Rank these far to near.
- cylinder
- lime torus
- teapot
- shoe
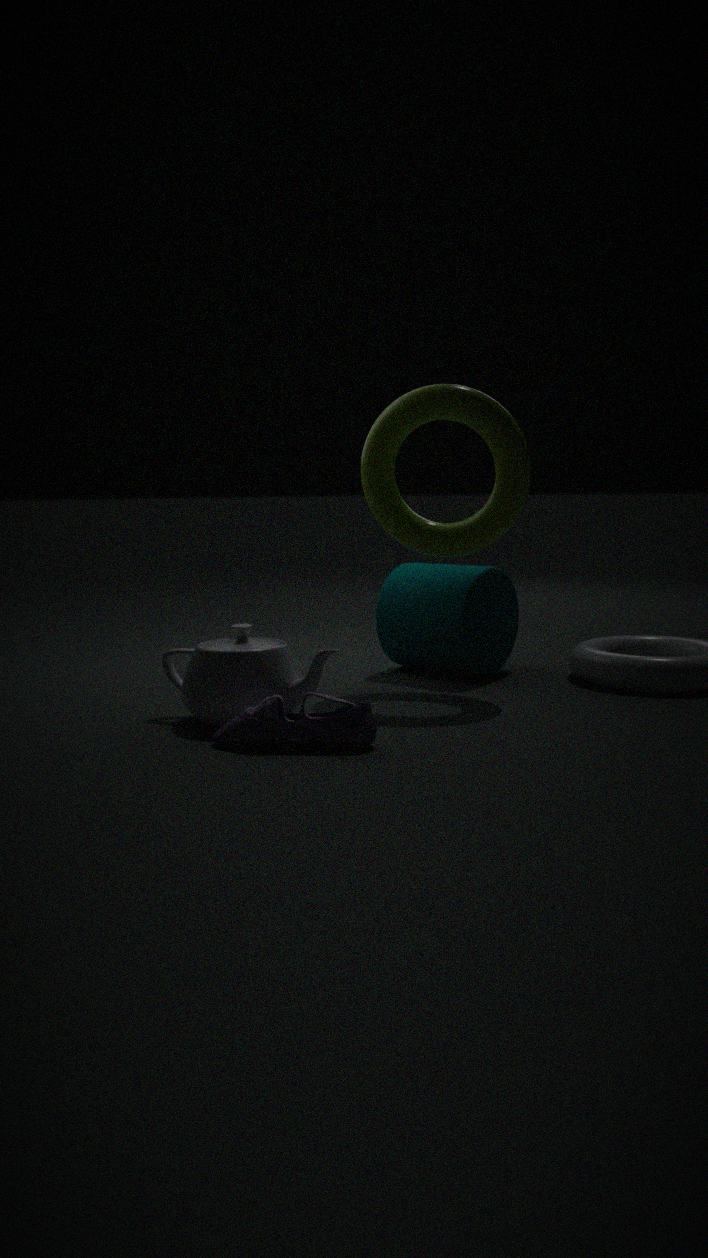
cylinder, lime torus, teapot, shoe
